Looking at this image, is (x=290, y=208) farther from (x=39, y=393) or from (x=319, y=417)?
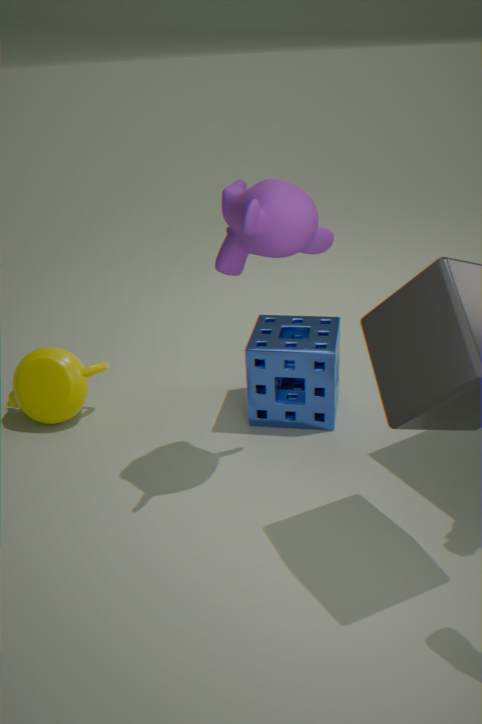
(x=39, y=393)
